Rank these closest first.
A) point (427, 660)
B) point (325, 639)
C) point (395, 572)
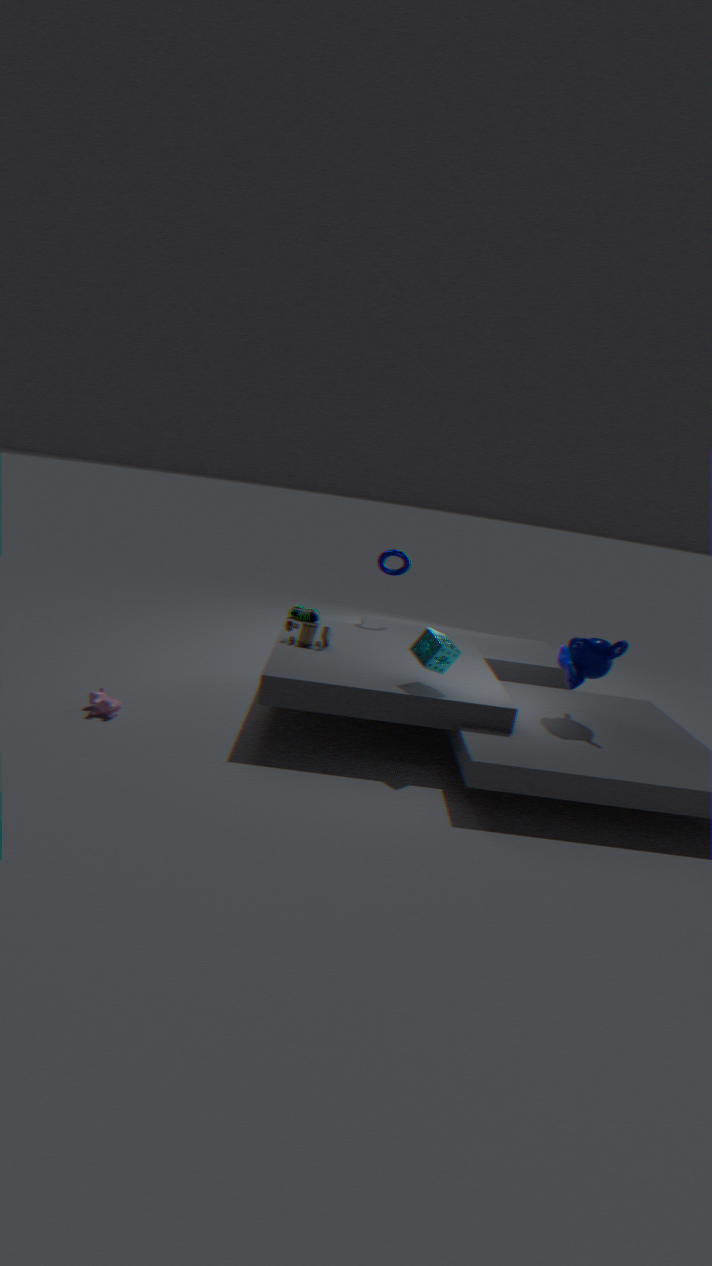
point (427, 660), point (325, 639), point (395, 572)
